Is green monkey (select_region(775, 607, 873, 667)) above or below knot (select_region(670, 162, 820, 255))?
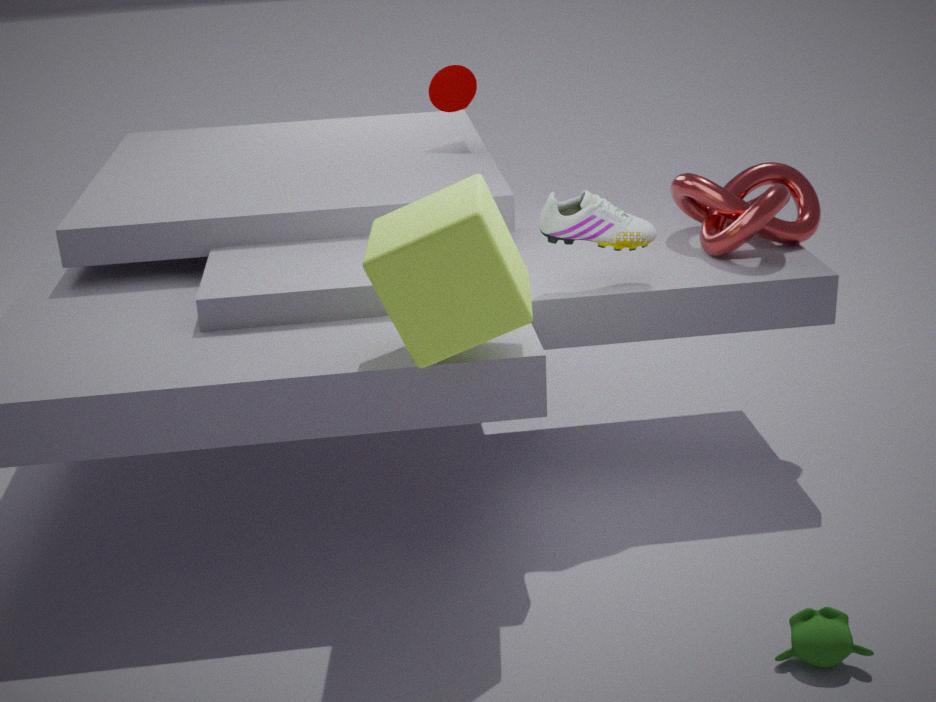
below
